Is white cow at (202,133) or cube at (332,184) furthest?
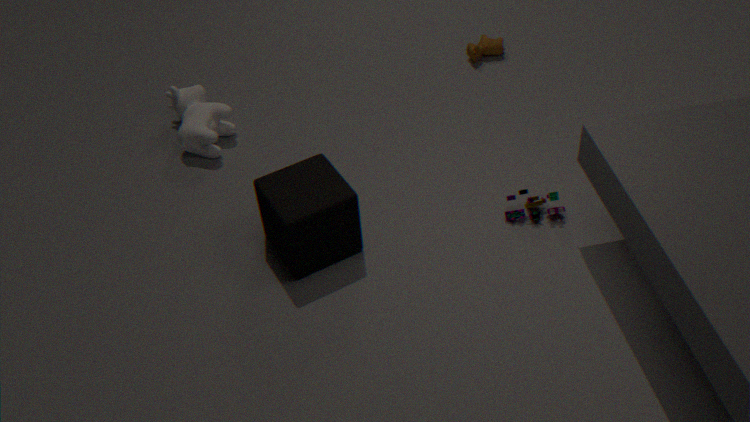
white cow at (202,133)
